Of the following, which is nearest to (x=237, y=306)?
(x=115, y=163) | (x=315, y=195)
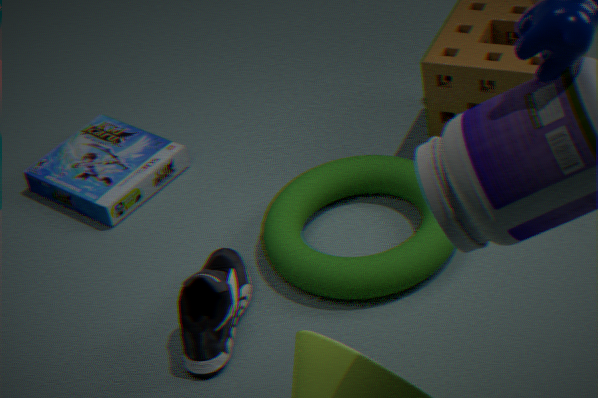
(x=315, y=195)
